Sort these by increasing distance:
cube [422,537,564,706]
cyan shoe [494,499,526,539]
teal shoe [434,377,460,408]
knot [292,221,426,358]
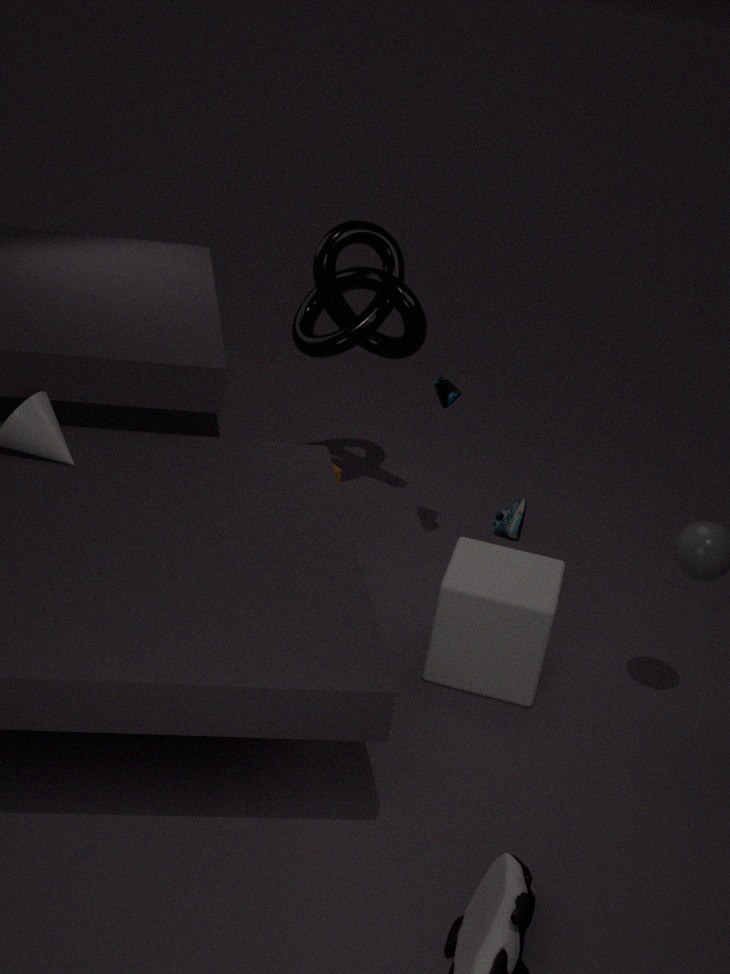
cube [422,537,564,706] → teal shoe [434,377,460,408] → knot [292,221,426,358] → cyan shoe [494,499,526,539]
